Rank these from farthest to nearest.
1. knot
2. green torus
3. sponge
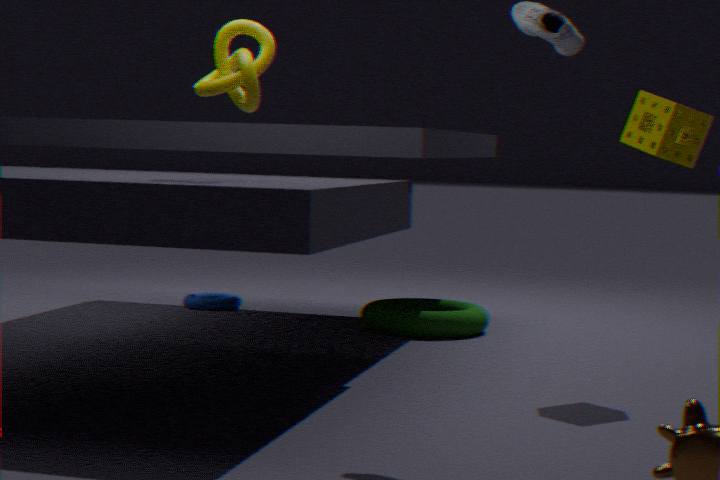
green torus < sponge < knot
